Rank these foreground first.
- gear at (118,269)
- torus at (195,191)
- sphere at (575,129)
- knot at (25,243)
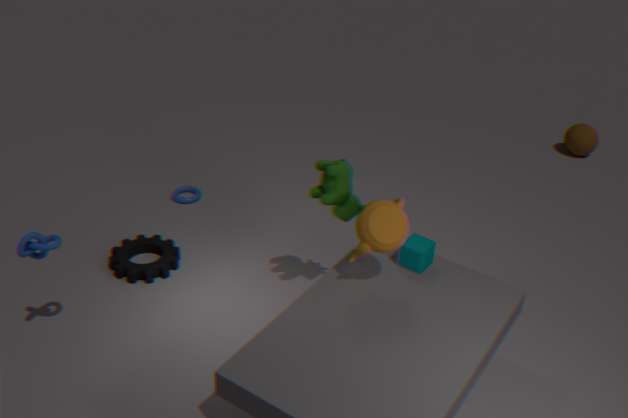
knot at (25,243) → gear at (118,269) → torus at (195,191) → sphere at (575,129)
